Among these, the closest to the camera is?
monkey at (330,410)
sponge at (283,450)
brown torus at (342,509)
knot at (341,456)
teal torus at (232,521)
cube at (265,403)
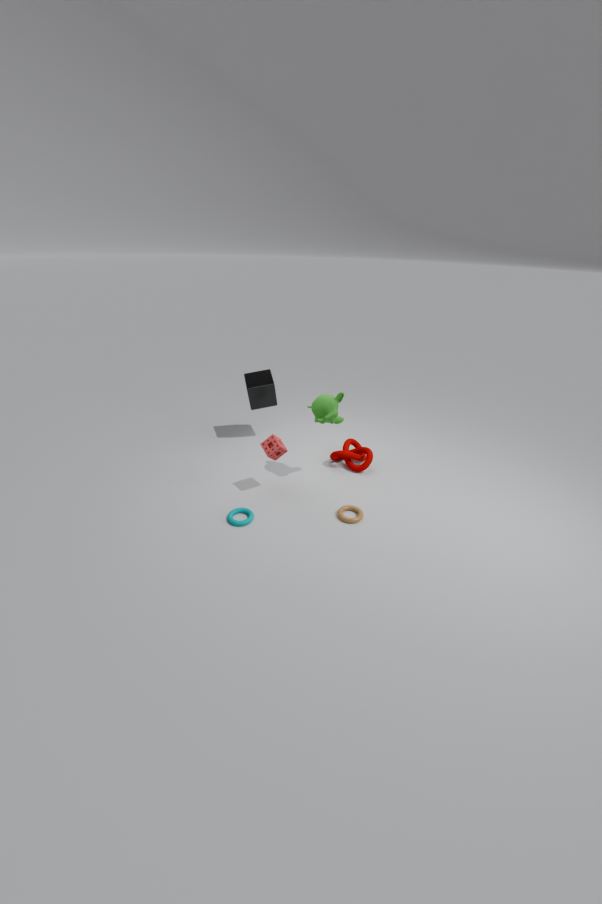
teal torus at (232,521)
